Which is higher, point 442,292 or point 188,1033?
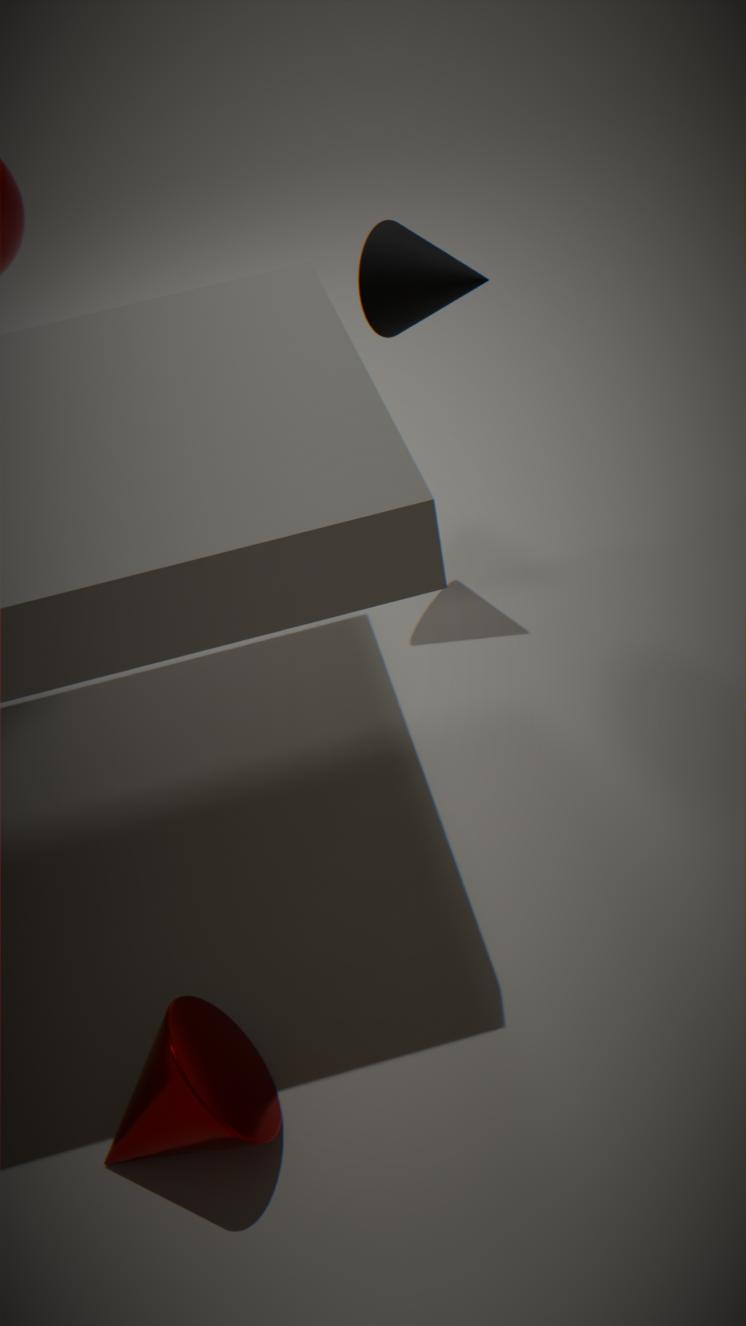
point 442,292
